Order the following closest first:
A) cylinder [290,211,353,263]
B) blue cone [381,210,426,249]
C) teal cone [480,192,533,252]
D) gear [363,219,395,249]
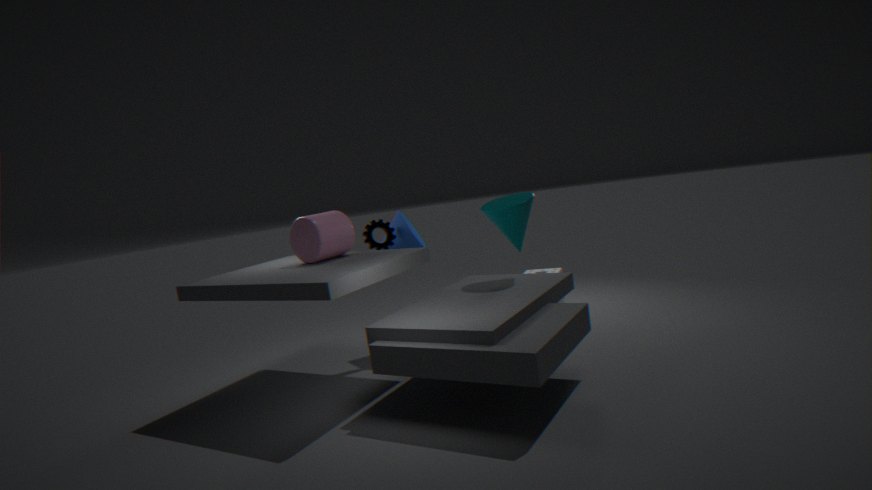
cylinder [290,211,353,263] → teal cone [480,192,533,252] → gear [363,219,395,249] → blue cone [381,210,426,249]
